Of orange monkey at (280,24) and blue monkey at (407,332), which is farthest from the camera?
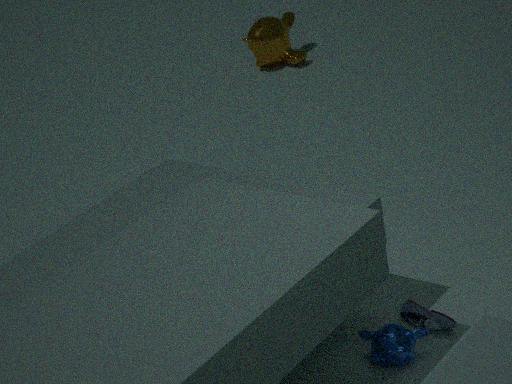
orange monkey at (280,24)
